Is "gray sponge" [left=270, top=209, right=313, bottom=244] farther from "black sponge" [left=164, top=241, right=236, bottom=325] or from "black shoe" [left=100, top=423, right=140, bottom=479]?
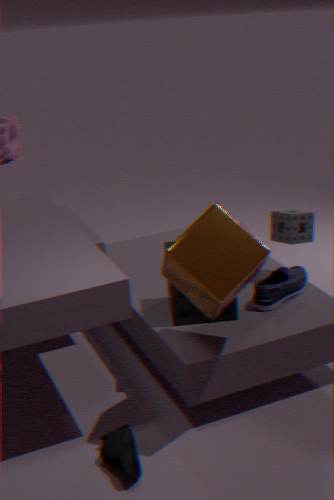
"black shoe" [left=100, top=423, right=140, bottom=479]
